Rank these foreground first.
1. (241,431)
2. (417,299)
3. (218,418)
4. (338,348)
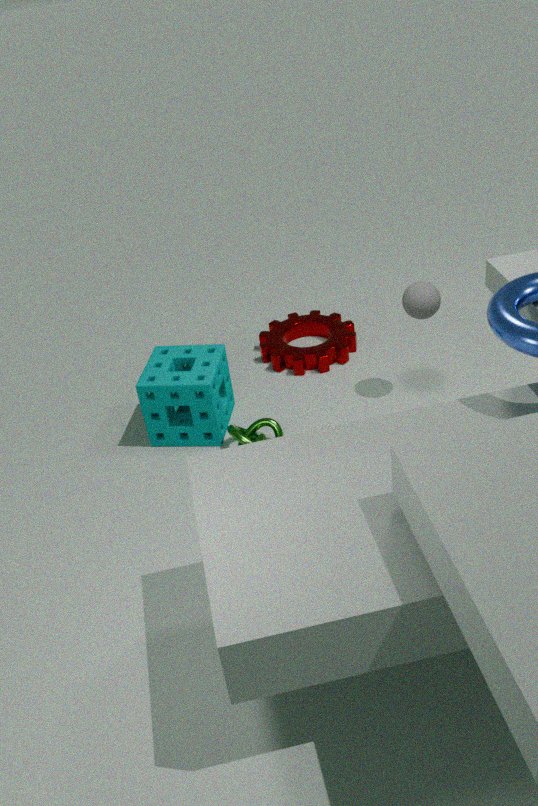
(417,299)
(218,418)
(241,431)
(338,348)
